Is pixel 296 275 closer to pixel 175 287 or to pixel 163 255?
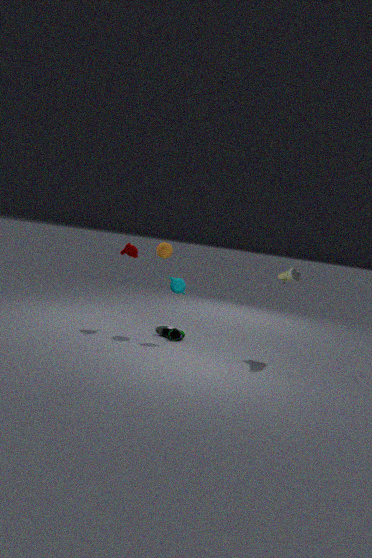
pixel 175 287
